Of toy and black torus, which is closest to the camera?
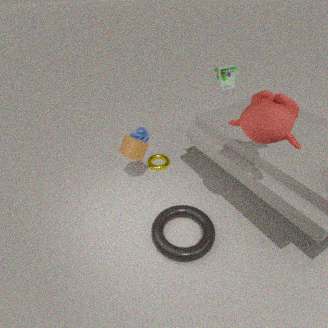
black torus
